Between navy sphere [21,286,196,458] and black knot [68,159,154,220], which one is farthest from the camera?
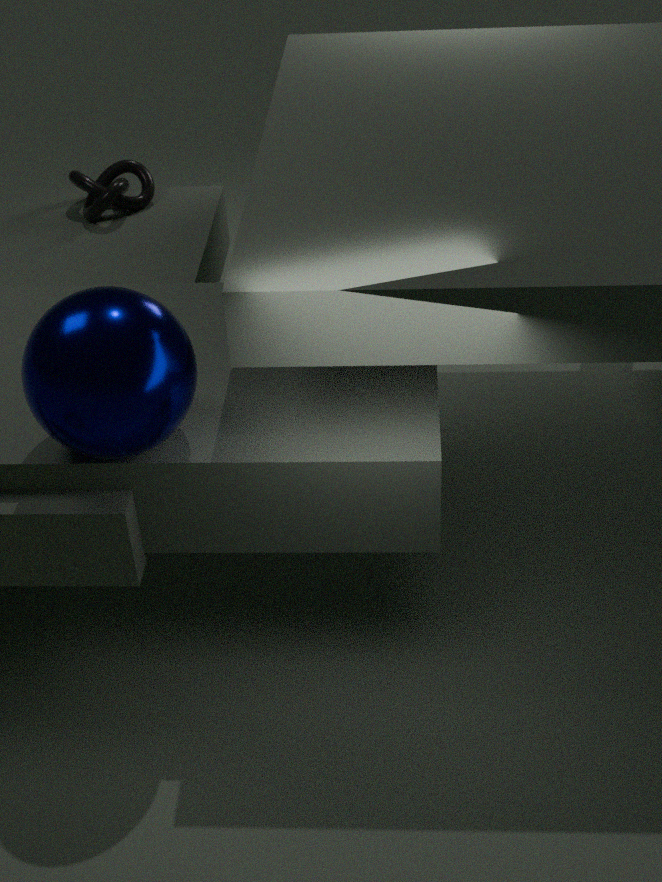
black knot [68,159,154,220]
